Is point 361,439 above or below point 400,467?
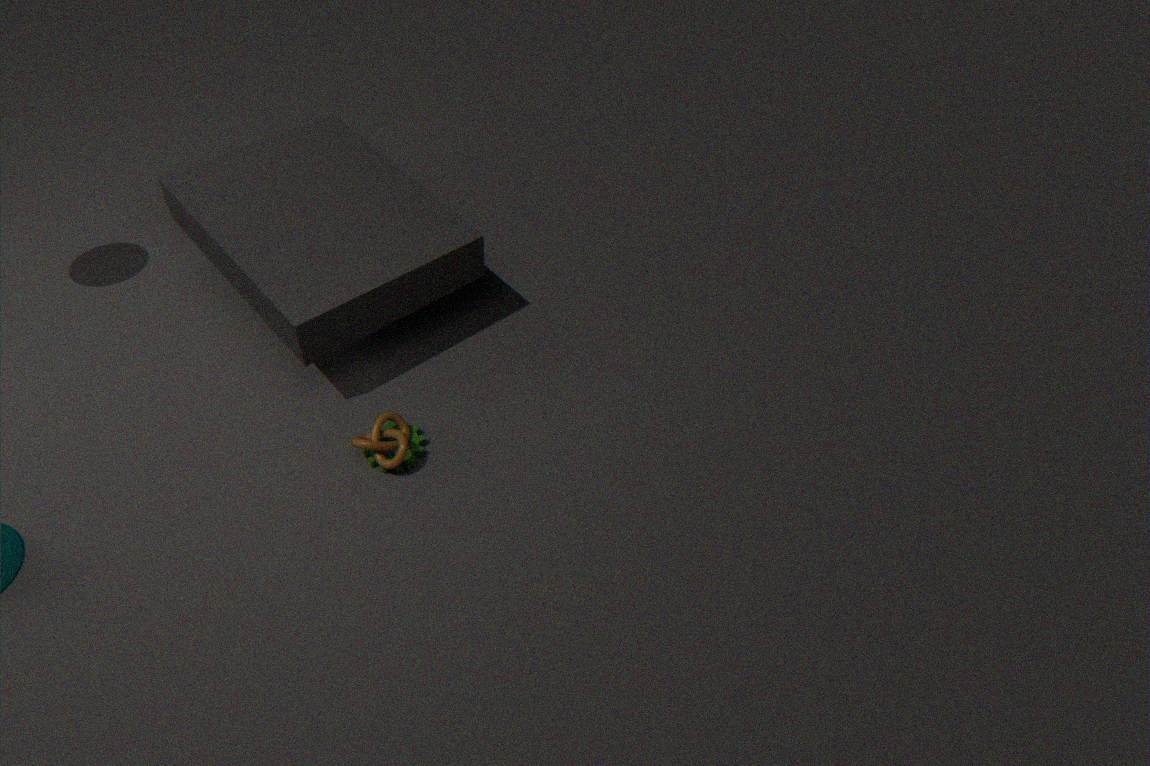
above
